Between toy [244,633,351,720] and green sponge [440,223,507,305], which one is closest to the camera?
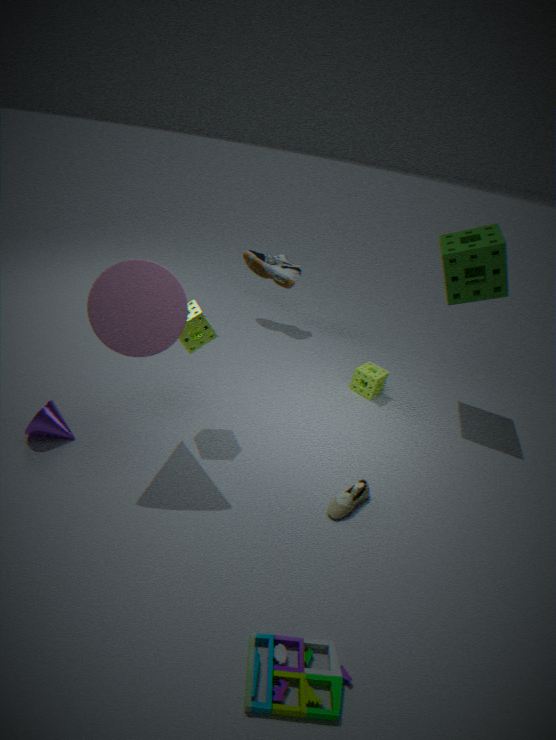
toy [244,633,351,720]
